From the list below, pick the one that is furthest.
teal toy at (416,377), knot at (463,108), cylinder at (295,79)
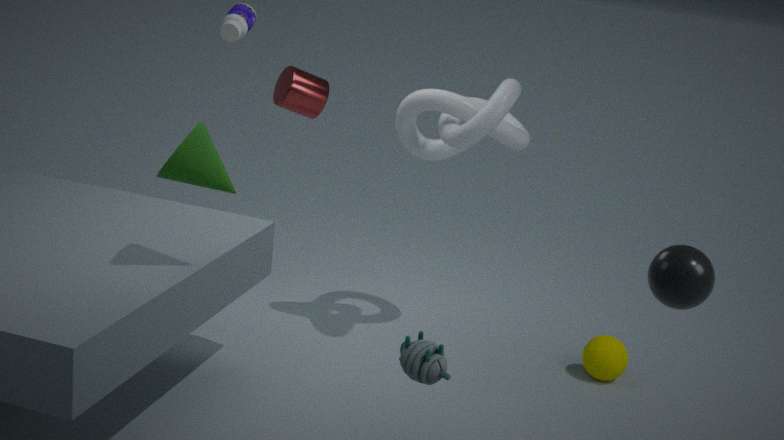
cylinder at (295,79)
